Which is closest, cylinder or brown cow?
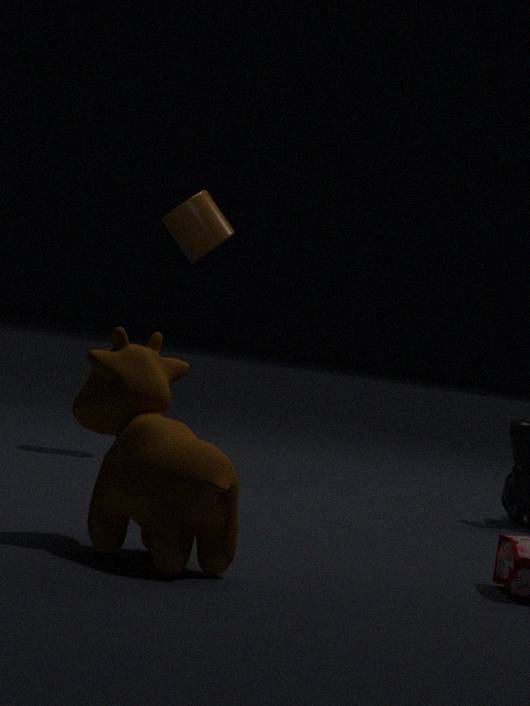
brown cow
